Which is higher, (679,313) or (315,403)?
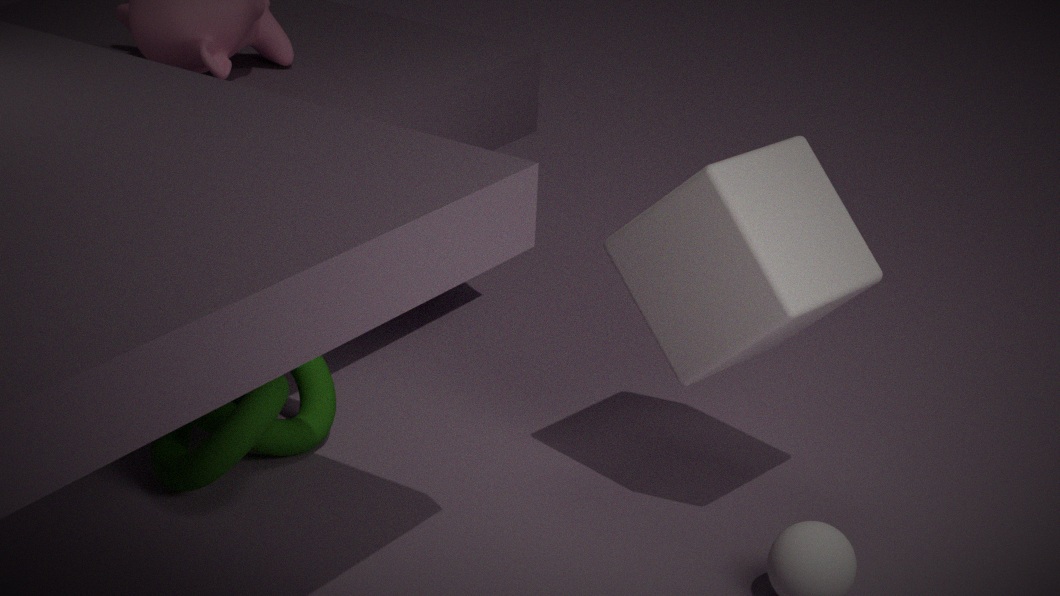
(679,313)
